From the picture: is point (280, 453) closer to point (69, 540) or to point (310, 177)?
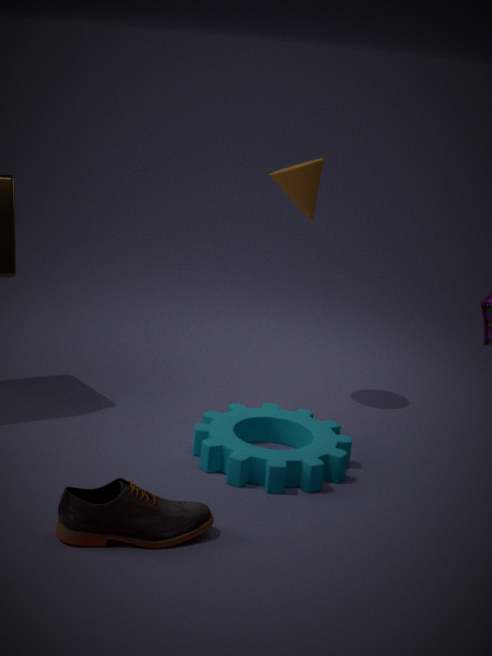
point (69, 540)
